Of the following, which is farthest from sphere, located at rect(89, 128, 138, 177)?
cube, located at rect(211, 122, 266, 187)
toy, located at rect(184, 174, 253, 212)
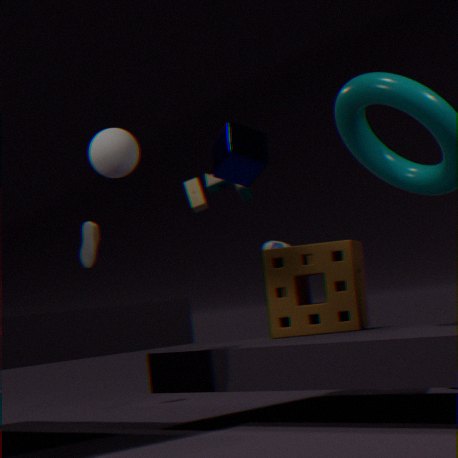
toy, located at rect(184, 174, 253, 212)
